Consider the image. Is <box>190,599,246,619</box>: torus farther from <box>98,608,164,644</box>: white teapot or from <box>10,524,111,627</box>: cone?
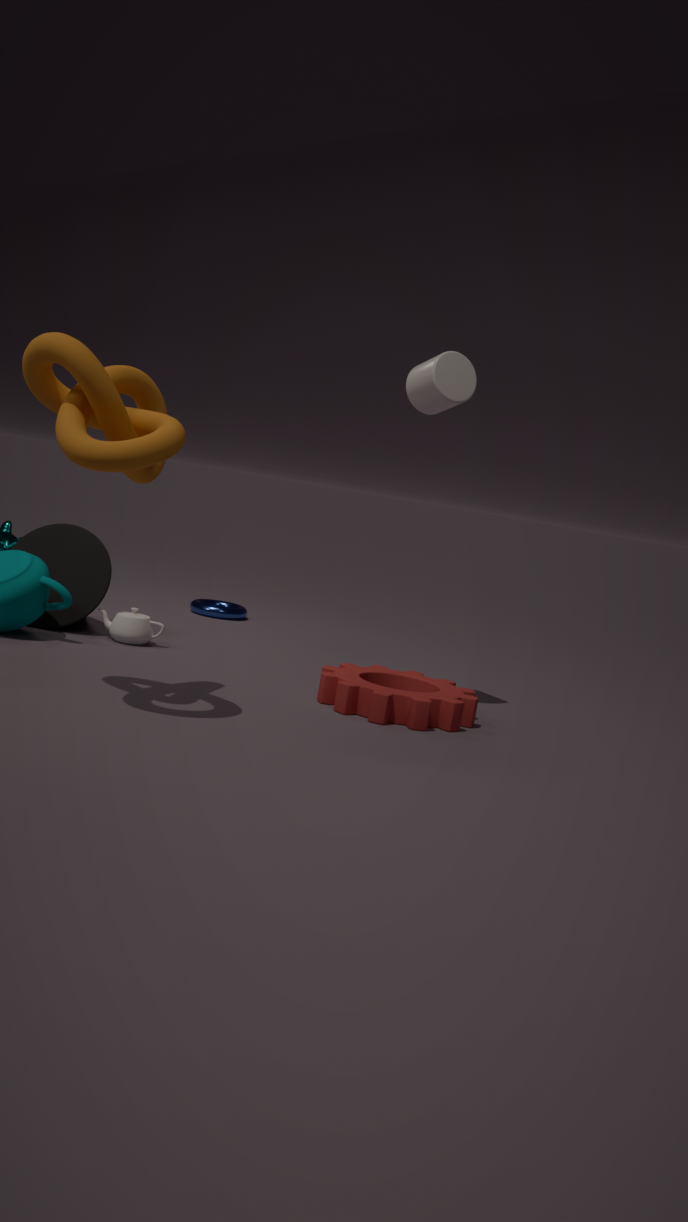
<box>98,608,164,644</box>: white teapot
